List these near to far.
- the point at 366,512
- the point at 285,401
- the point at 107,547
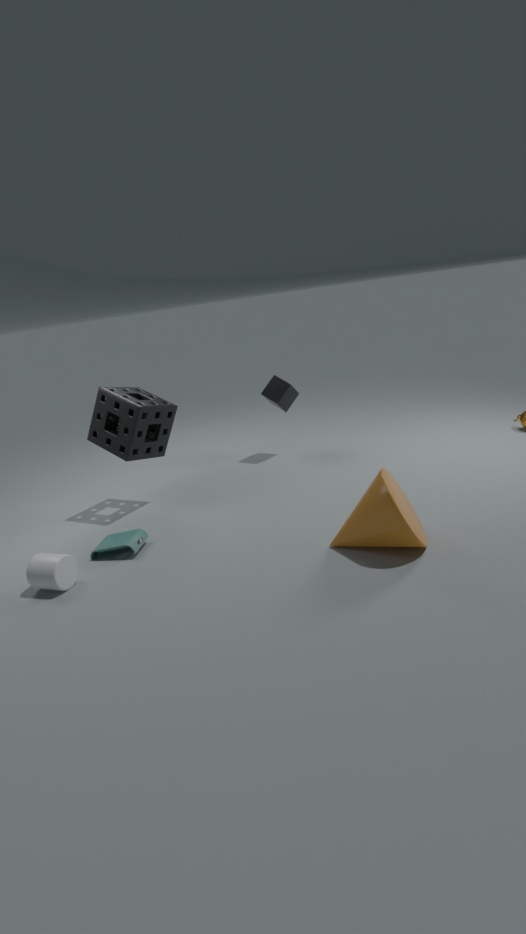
1. the point at 366,512
2. the point at 107,547
3. the point at 285,401
